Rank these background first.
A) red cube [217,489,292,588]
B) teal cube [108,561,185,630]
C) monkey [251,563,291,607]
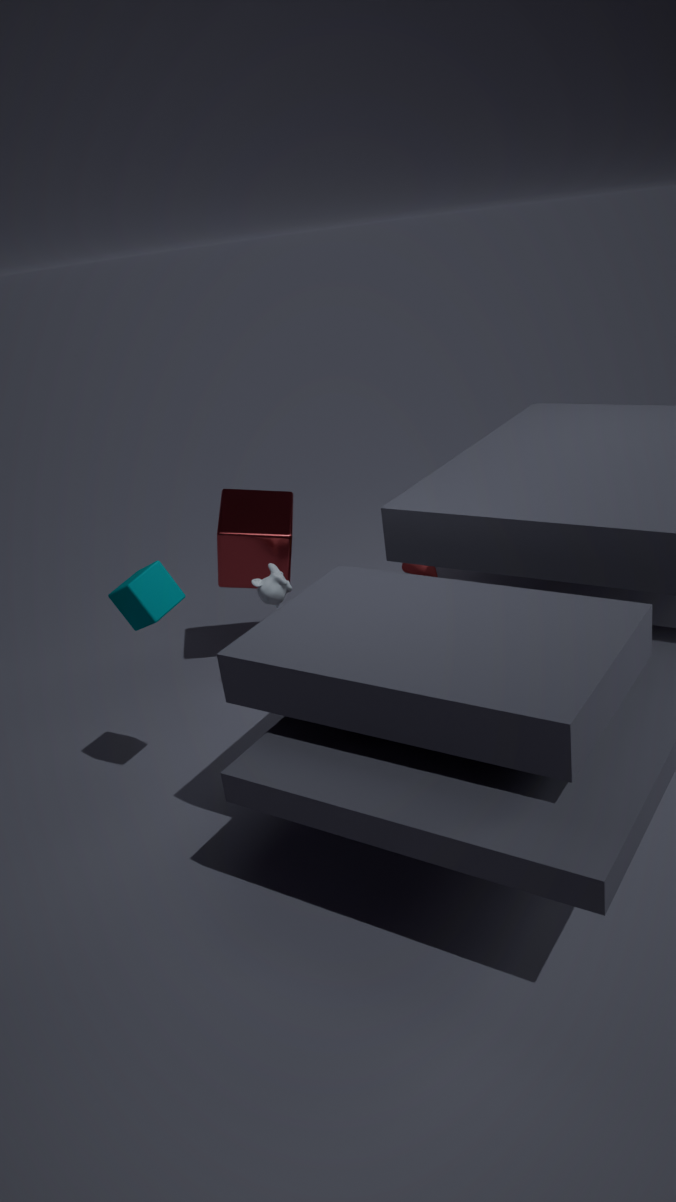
red cube [217,489,292,588], monkey [251,563,291,607], teal cube [108,561,185,630]
